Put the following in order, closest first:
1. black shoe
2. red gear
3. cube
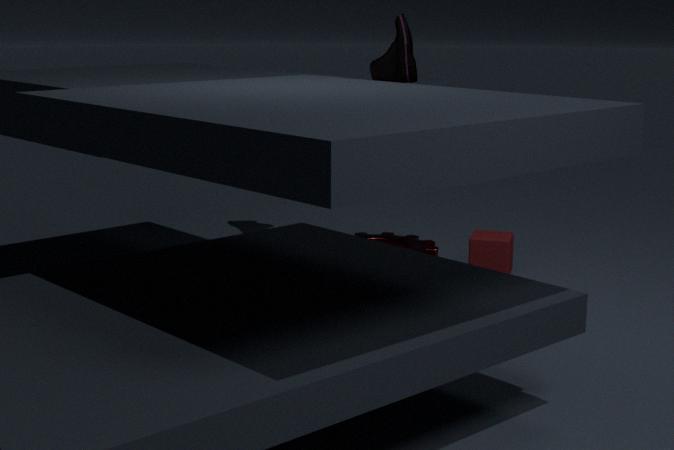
black shoe → cube → red gear
